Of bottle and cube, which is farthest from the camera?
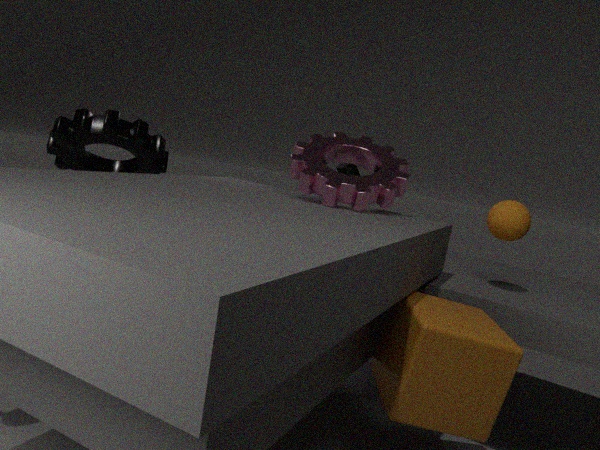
bottle
